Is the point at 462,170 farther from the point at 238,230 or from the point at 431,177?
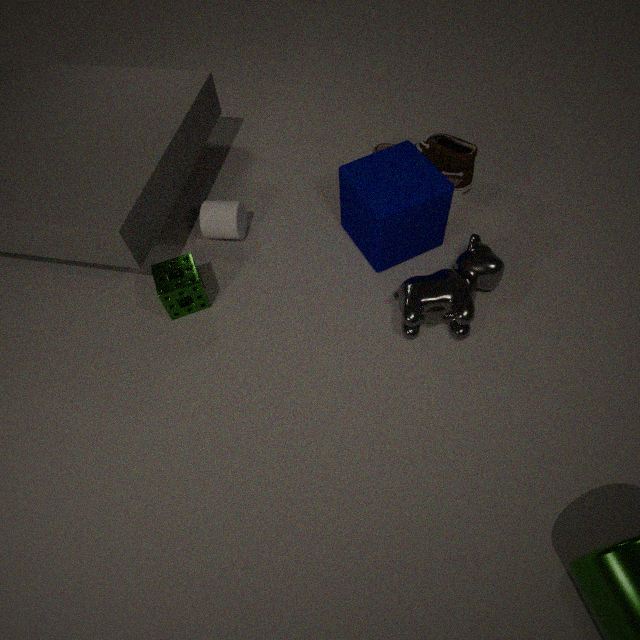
the point at 238,230
